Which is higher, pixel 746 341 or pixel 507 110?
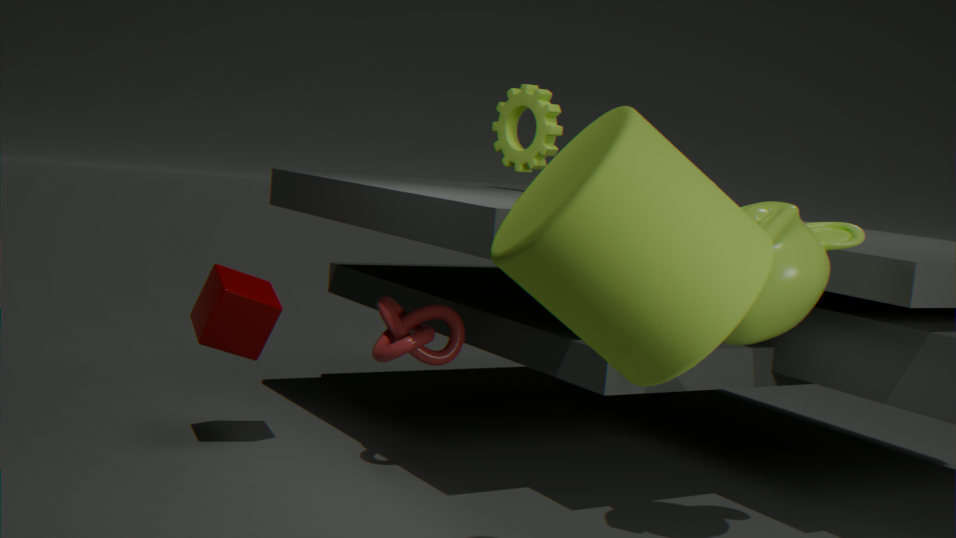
pixel 507 110
